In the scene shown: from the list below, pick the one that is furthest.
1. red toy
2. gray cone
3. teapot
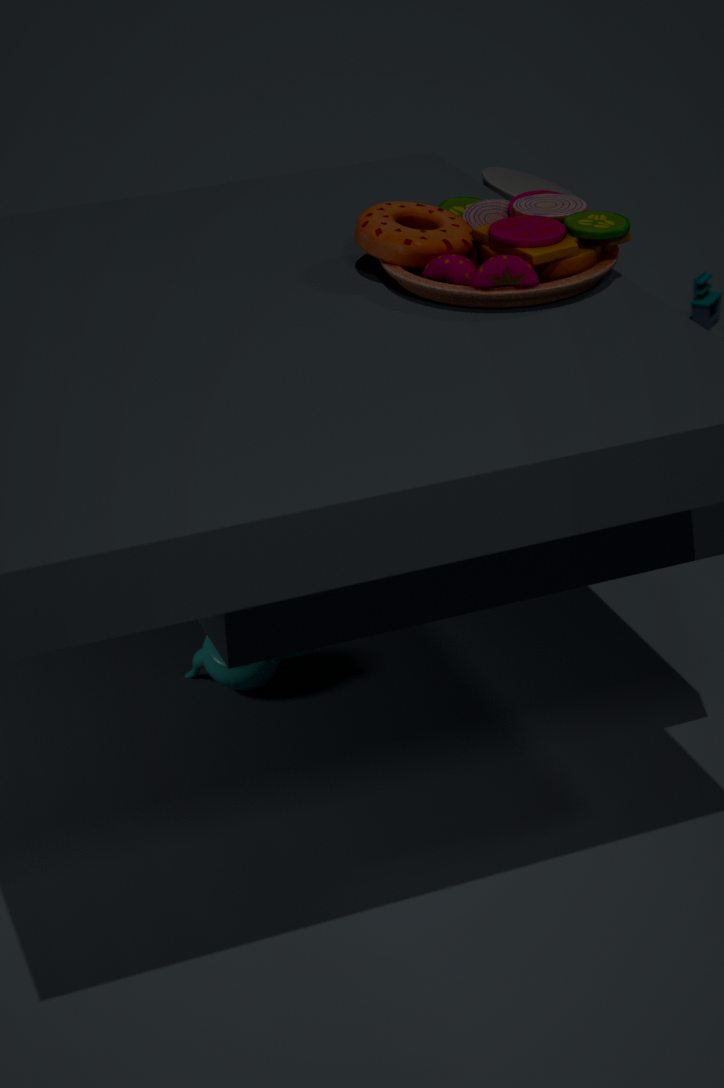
teapot
